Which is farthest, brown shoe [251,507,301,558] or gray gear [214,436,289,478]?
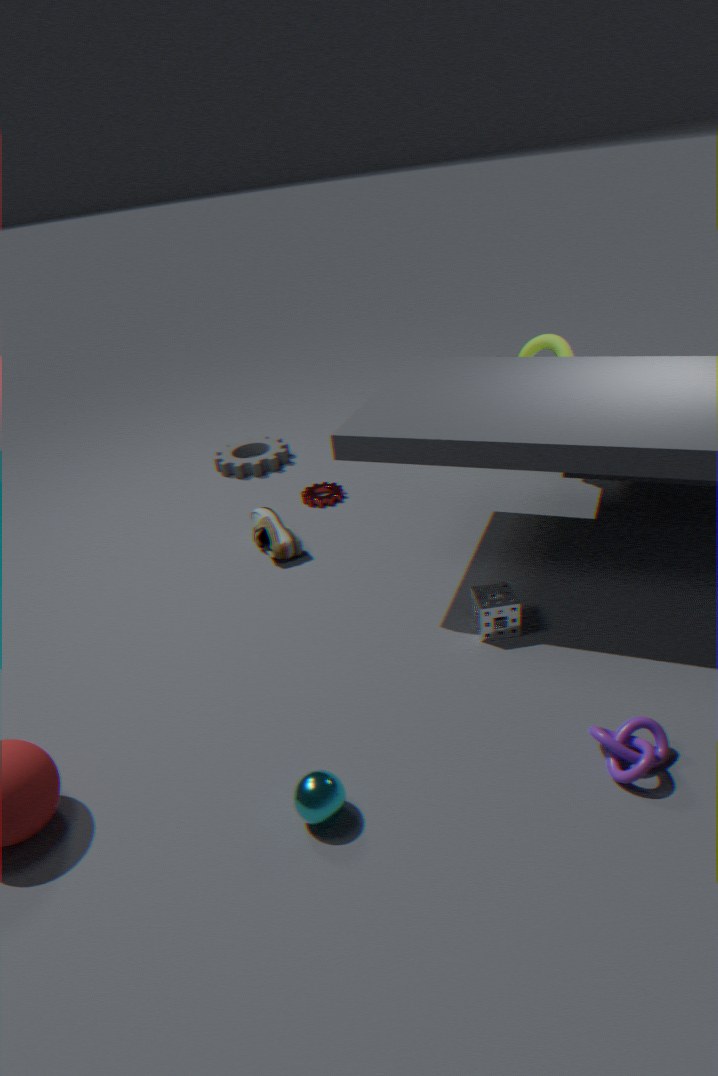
gray gear [214,436,289,478]
